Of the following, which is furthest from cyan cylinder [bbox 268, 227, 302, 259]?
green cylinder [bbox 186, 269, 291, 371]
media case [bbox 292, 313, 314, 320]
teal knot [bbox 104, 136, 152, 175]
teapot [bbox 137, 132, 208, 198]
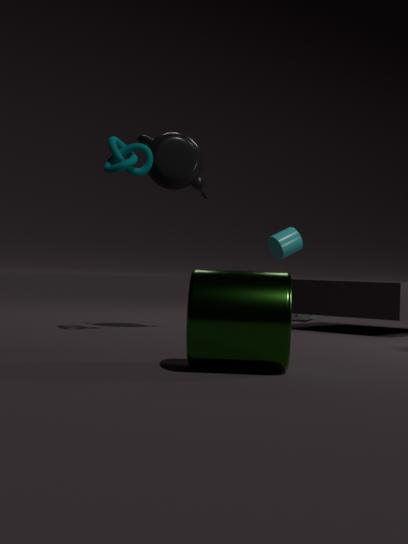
green cylinder [bbox 186, 269, 291, 371]
